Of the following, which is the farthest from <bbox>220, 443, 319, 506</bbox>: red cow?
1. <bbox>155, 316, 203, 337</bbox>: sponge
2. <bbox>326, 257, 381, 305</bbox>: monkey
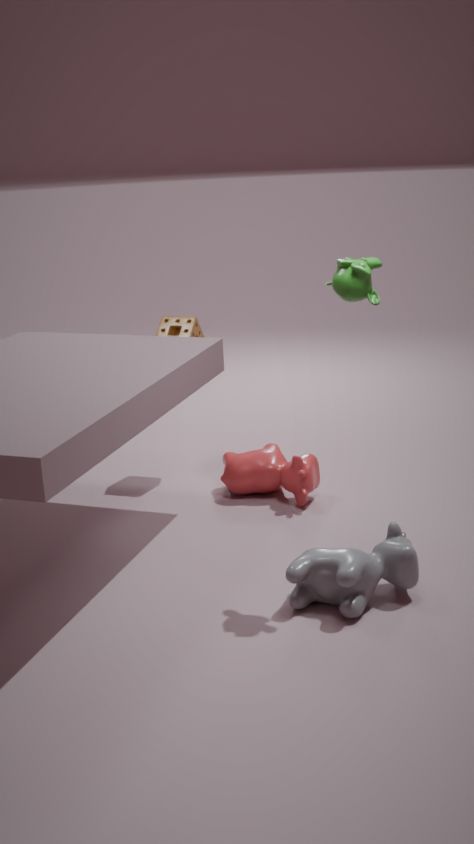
<bbox>326, 257, 381, 305</bbox>: monkey
